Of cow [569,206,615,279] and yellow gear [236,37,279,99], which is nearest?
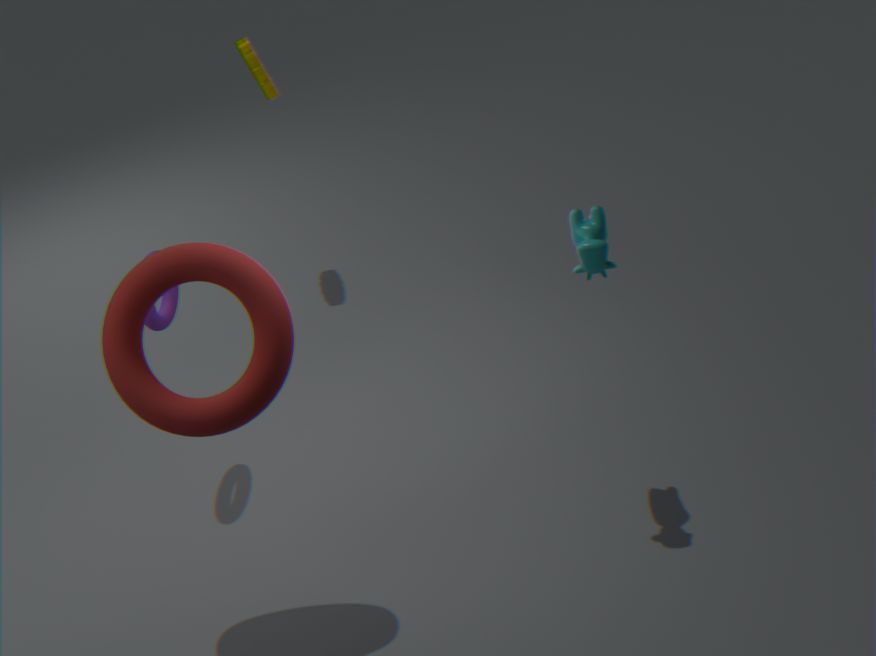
cow [569,206,615,279]
